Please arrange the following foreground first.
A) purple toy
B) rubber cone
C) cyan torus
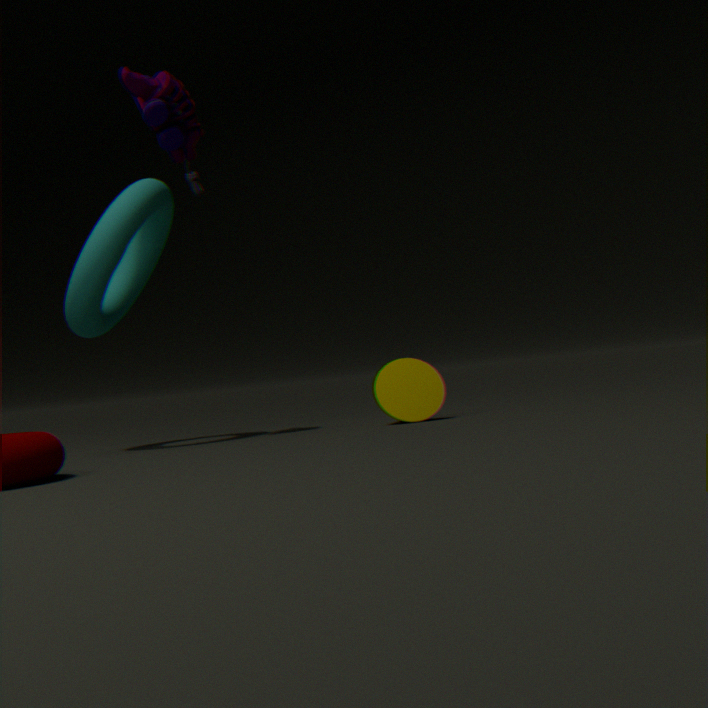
cyan torus
purple toy
rubber cone
